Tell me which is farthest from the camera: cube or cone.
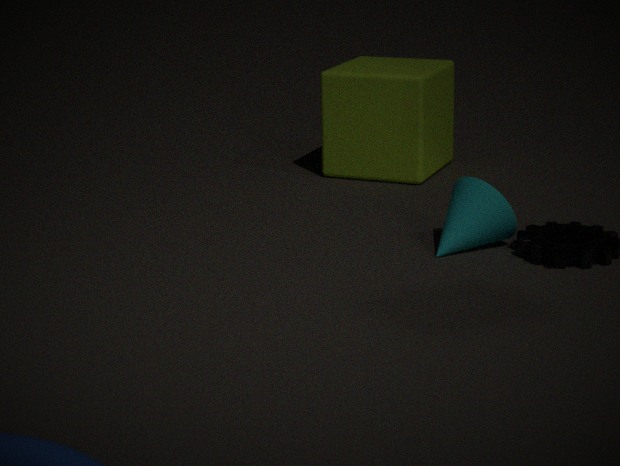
cube
